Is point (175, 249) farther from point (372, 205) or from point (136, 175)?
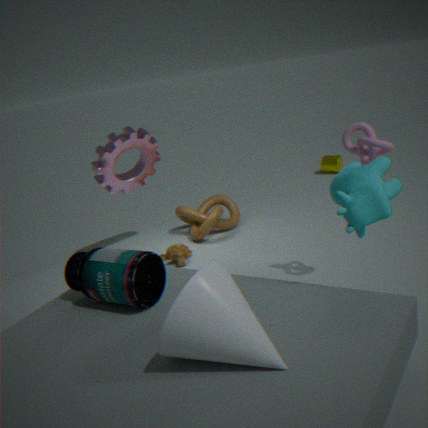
point (372, 205)
